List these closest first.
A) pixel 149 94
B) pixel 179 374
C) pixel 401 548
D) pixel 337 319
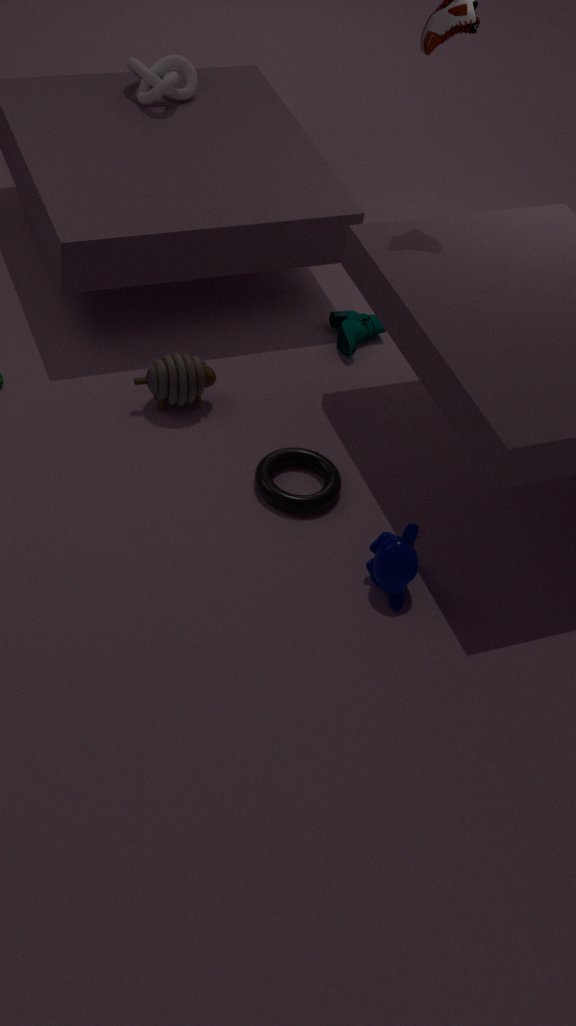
1. pixel 401 548
2. pixel 179 374
3. pixel 337 319
4. pixel 149 94
